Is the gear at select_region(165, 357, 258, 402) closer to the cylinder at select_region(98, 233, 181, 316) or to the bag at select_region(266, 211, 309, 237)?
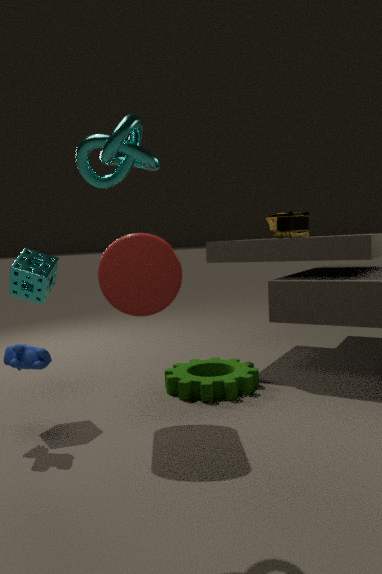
the cylinder at select_region(98, 233, 181, 316)
